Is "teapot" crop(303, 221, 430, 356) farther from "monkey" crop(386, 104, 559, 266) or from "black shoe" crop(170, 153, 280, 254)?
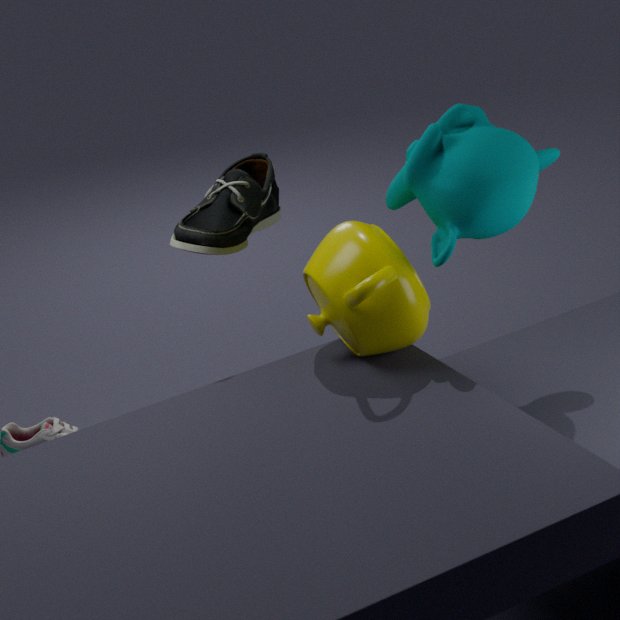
"black shoe" crop(170, 153, 280, 254)
